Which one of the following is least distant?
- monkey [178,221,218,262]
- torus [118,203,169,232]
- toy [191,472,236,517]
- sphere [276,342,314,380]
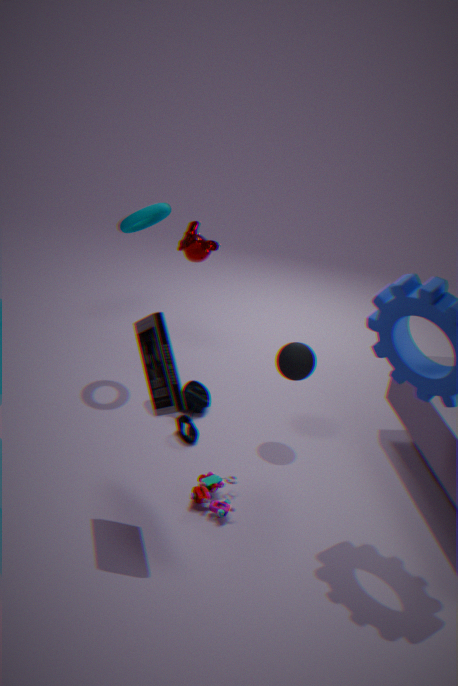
toy [191,472,236,517]
